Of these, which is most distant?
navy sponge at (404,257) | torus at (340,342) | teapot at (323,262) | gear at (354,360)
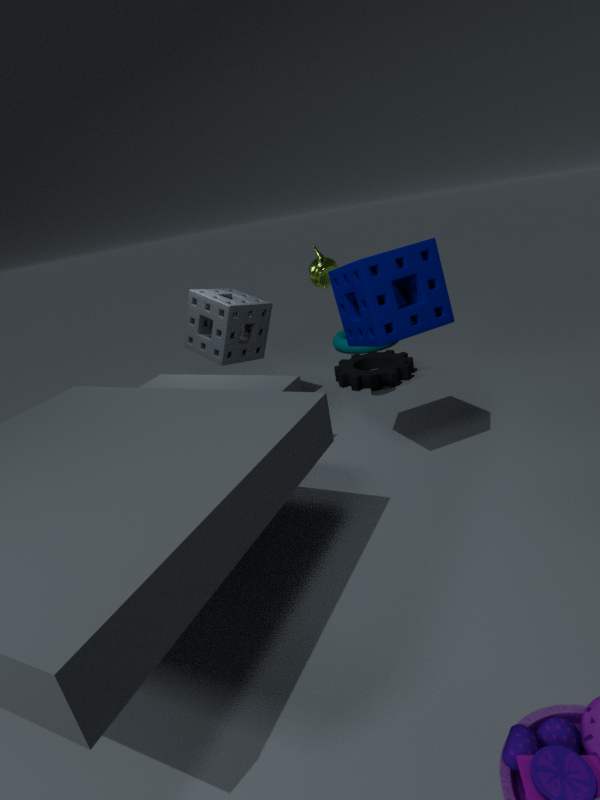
torus at (340,342)
